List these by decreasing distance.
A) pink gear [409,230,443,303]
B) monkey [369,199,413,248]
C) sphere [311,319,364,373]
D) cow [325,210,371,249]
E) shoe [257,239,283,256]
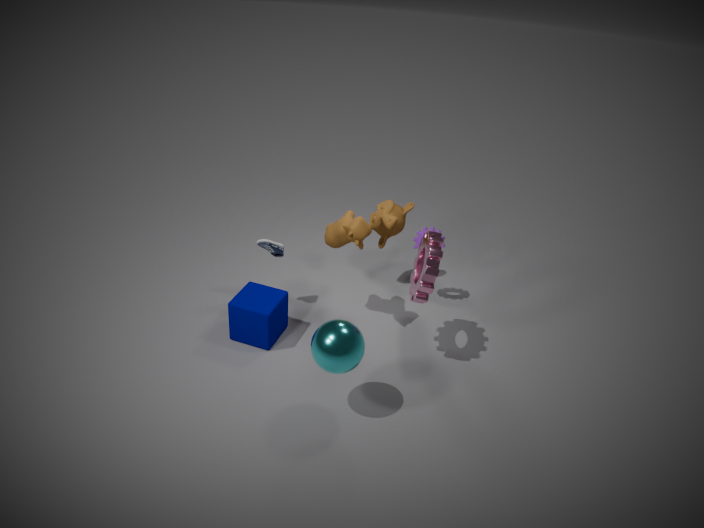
Result: 1. monkey [369,199,413,248]
2. shoe [257,239,283,256]
3. cow [325,210,371,249]
4. pink gear [409,230,443,303]
5. sphere [311,319,364,373]
